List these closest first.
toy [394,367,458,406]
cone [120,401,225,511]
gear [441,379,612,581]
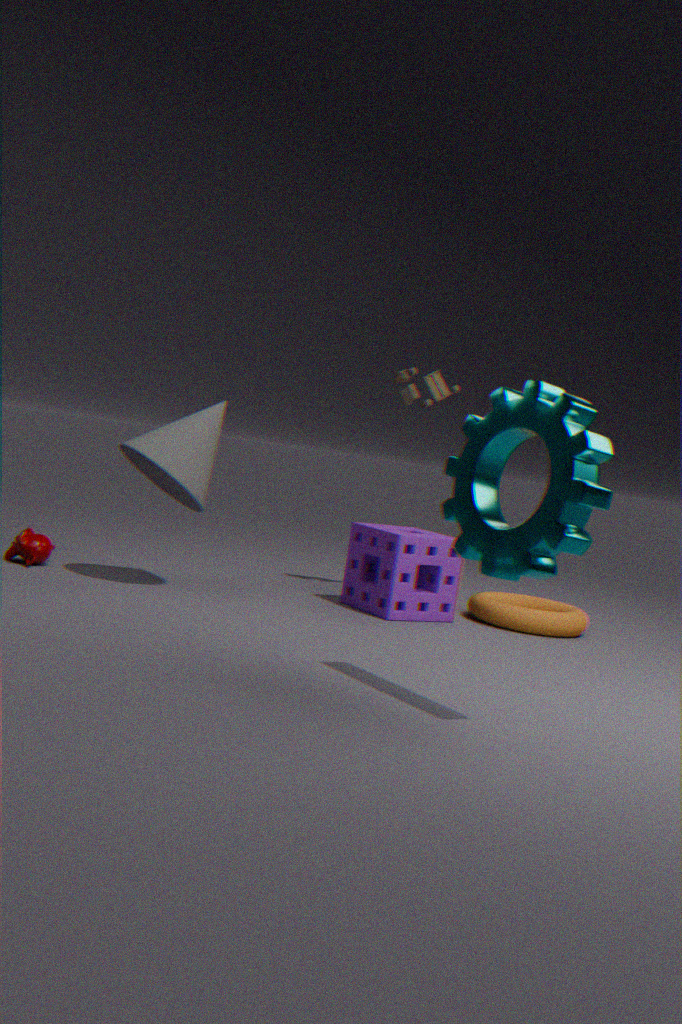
gear [441,379,612,581] < cone [120,401,225,511] < toy [394,367,458,406]
